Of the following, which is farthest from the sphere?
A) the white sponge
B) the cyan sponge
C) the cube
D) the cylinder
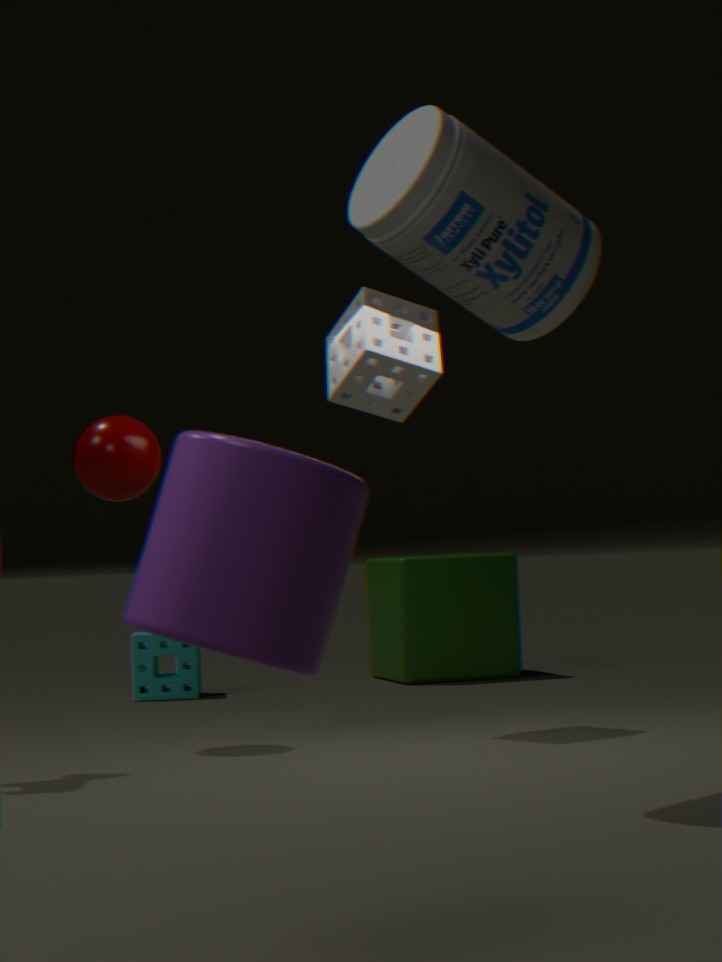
the cylinder
